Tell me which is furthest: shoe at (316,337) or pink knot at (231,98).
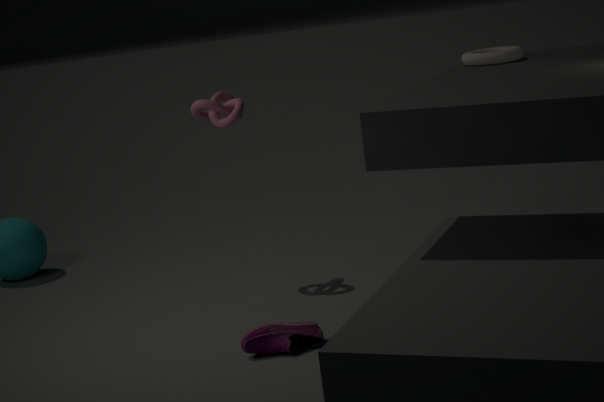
pink knot at (231,98)
